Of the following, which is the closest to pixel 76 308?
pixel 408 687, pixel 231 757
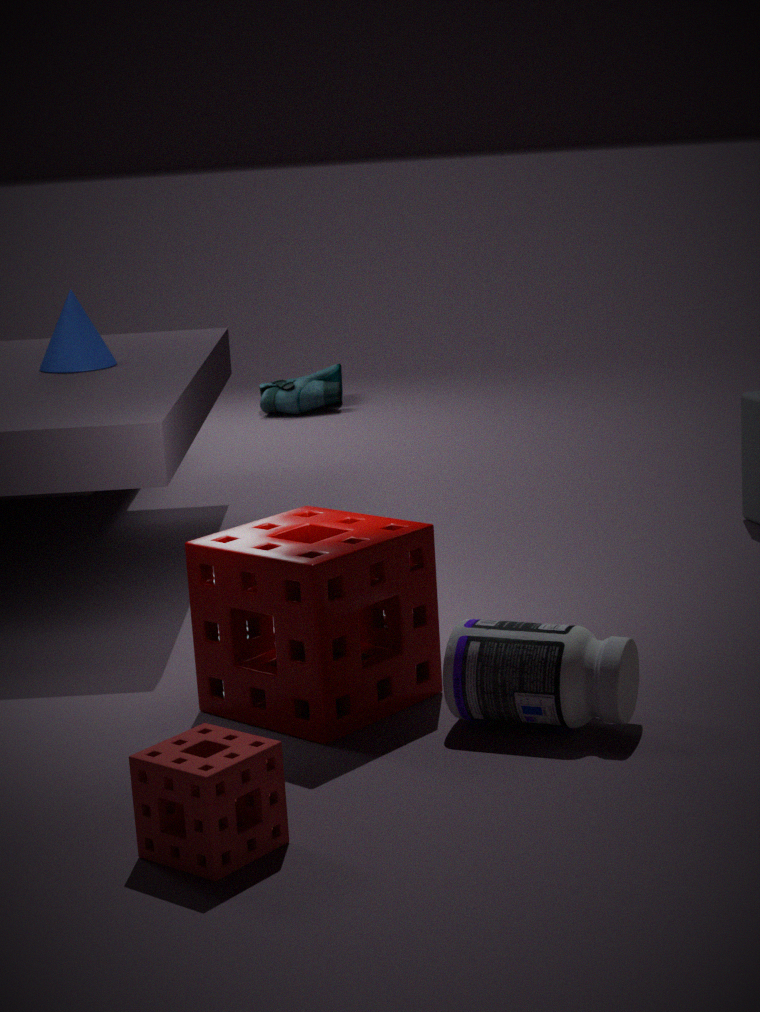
pixel 408 687
